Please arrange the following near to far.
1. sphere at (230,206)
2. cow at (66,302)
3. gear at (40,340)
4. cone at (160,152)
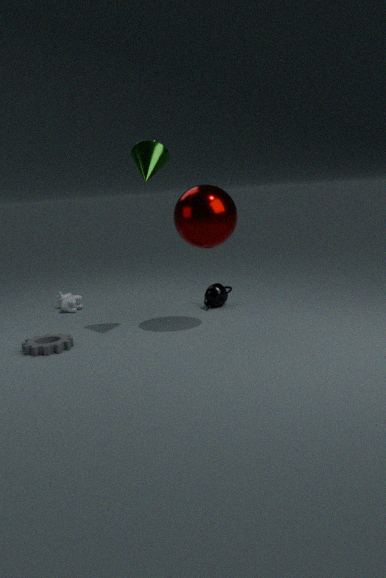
1. gear at (40,340)
2. cone at (160,152)
3. sphere at (230,206)
4. cow at (66,302)
